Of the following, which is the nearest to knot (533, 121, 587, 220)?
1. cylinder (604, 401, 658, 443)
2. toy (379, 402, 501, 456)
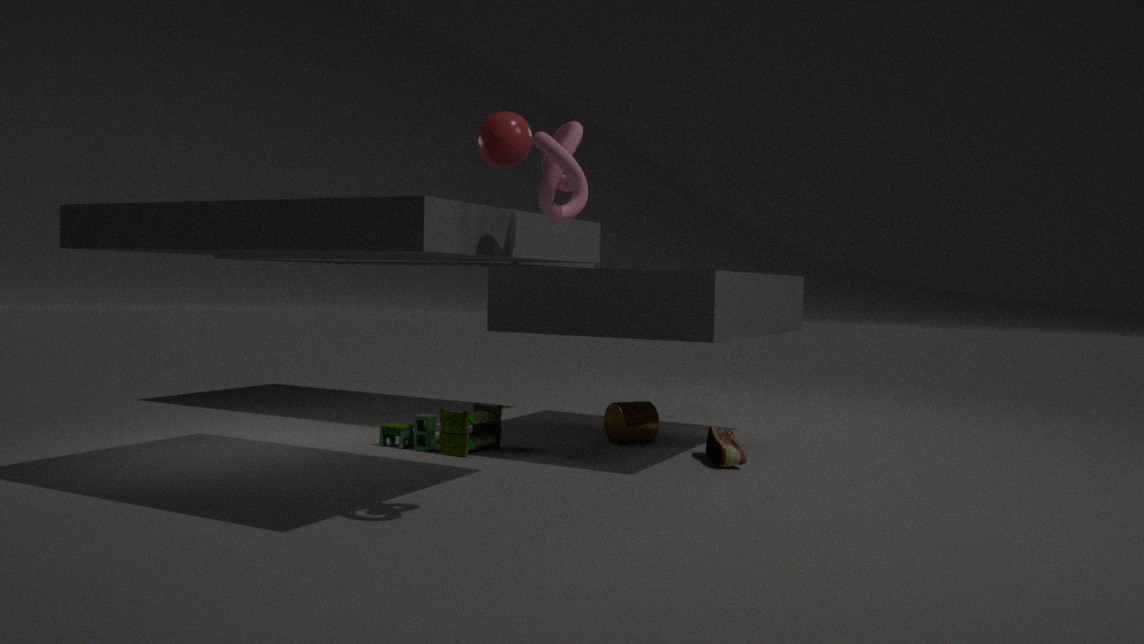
toy (379, 402, 501, 456)
